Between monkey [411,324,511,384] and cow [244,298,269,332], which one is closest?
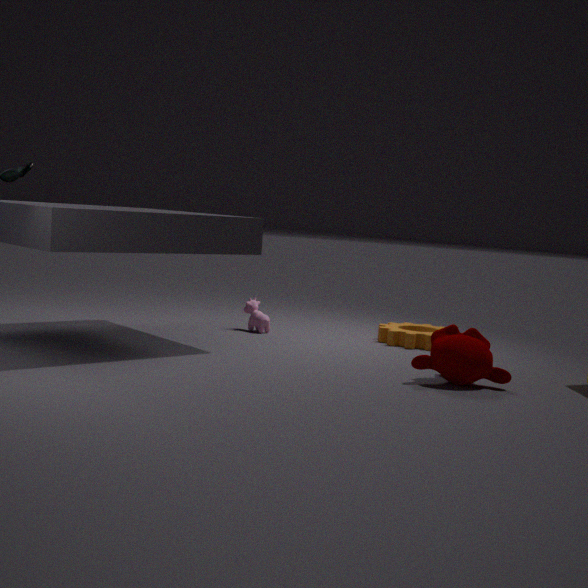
monkey [411,324,511,384]
